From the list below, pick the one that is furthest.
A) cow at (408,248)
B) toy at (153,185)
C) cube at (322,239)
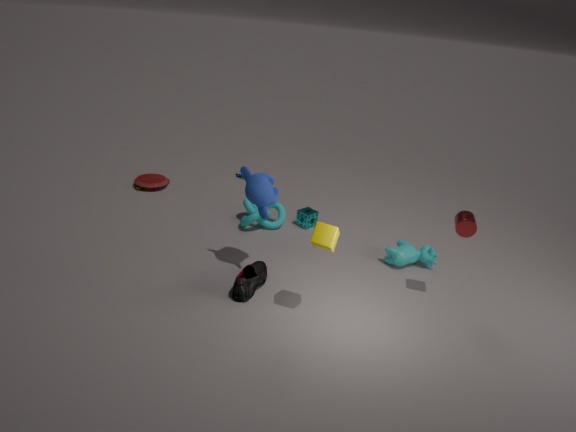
toy at (153,185)
